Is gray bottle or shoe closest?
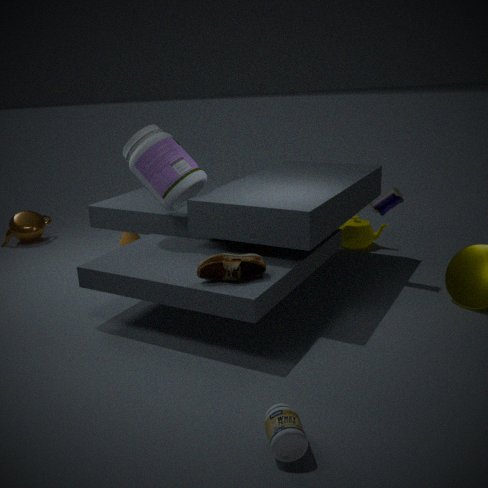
gray bottle
